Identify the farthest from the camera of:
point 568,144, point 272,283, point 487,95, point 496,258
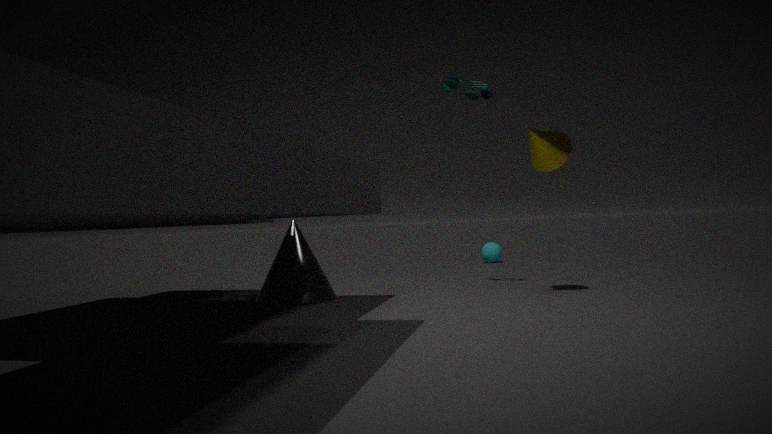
point 496,258
